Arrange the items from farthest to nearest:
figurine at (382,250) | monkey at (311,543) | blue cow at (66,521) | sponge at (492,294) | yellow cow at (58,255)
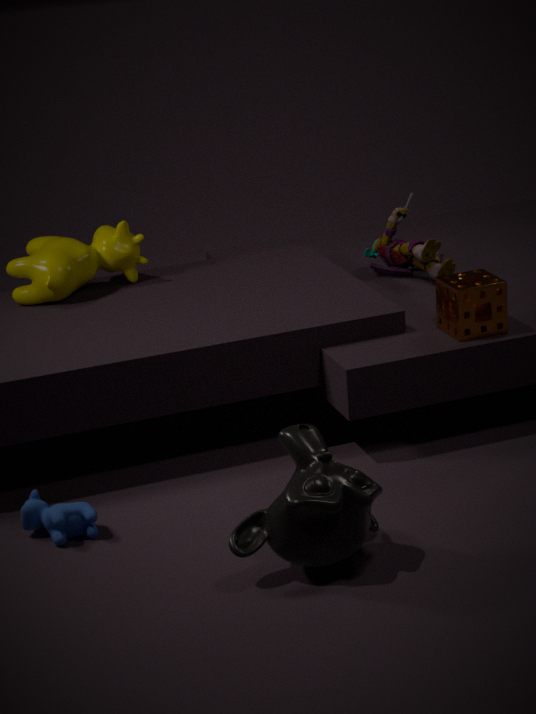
figurine at (382,250)
yellow cow at (58,255)
sponge at (492,294)
blue cow at (66,521)
monkey at (311,543)
